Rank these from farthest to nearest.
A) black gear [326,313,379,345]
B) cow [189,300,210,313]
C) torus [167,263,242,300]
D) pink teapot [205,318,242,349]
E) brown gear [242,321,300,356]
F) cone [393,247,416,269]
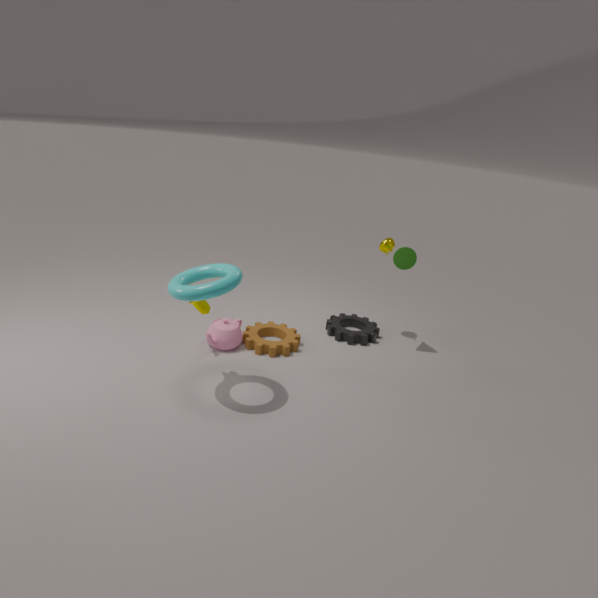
black gear [326,313,379,345] → cone [393,247,416,269] → brown gear [242,321,300,356] → pink teapot [205,318,242,349] → cow [189,300,210,313] → torus [167,263,242,300]
